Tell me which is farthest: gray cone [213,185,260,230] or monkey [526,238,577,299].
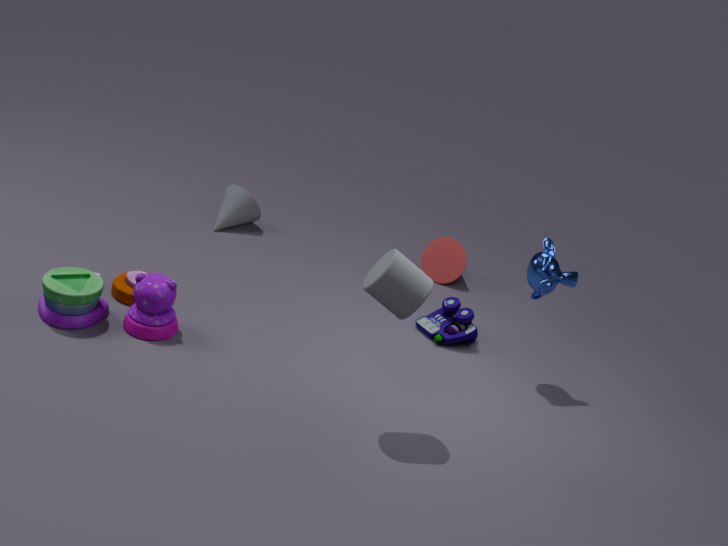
gray cone [213,185,260,230]
